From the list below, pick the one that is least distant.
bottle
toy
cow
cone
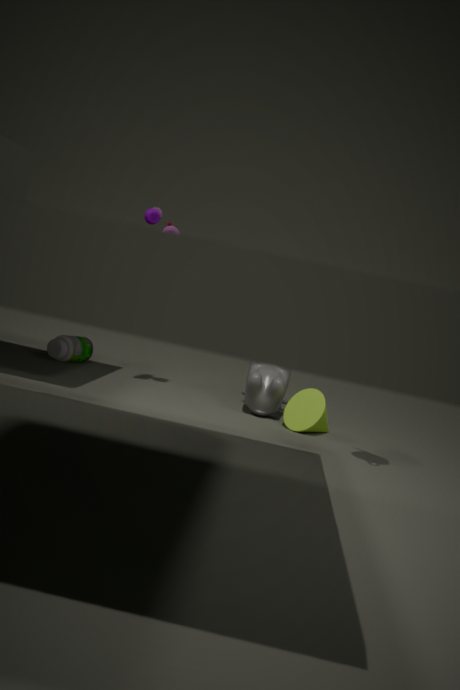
cone
